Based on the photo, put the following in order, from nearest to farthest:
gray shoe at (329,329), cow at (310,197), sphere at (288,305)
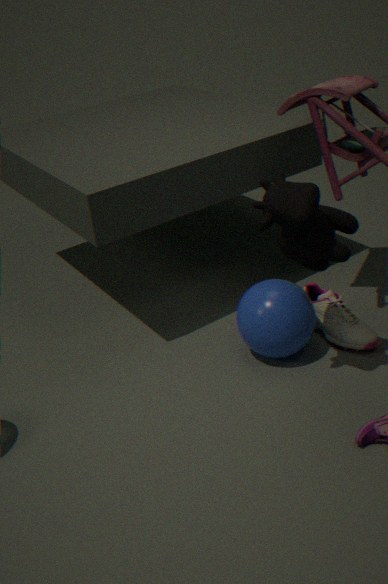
cow at (310,197)
sphere at (288,305)
gray shoe at (329,329)
